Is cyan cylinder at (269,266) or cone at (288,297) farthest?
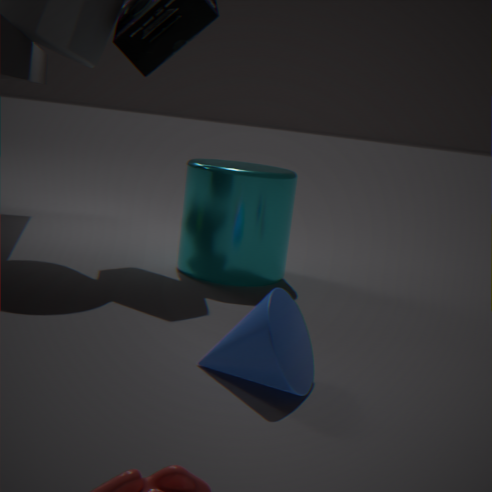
cyan cylinder at (269,266)
